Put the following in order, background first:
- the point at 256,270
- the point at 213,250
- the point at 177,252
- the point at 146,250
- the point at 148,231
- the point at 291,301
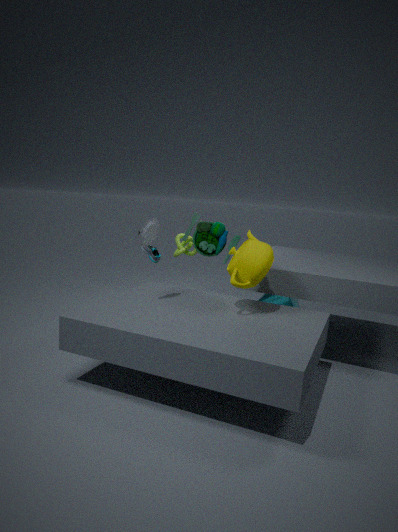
the point at 291,301, the point at 177,252, the point at 146,250, the point at 213,250, the point at 148,231, the point at 256,270
